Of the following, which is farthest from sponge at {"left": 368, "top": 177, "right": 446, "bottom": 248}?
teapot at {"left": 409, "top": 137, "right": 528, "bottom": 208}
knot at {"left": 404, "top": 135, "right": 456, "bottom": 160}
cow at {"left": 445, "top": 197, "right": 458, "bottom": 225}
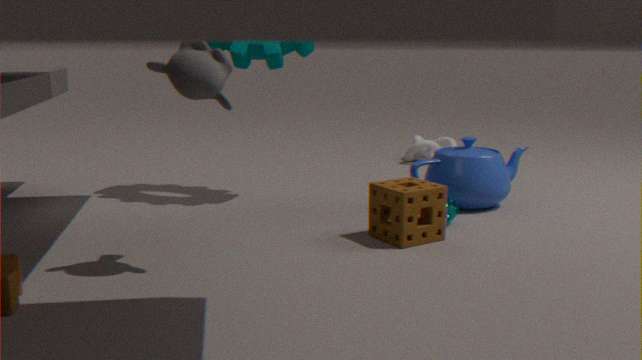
knot at {"left": 404, "top": 135, "right": 456, "bottom": 160}
